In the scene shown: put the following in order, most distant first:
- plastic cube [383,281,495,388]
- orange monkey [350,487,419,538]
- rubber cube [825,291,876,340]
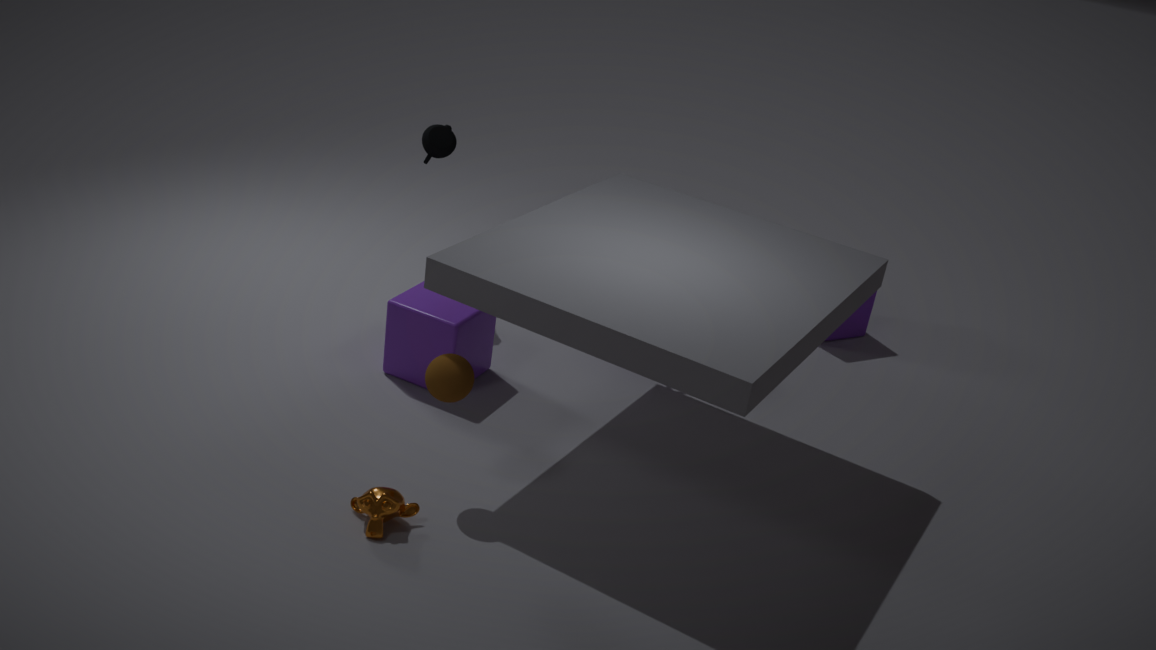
rubber cube [825,291,876,340], plastic cube [383,281,495,388], orange monkey [350,487,419,538]
